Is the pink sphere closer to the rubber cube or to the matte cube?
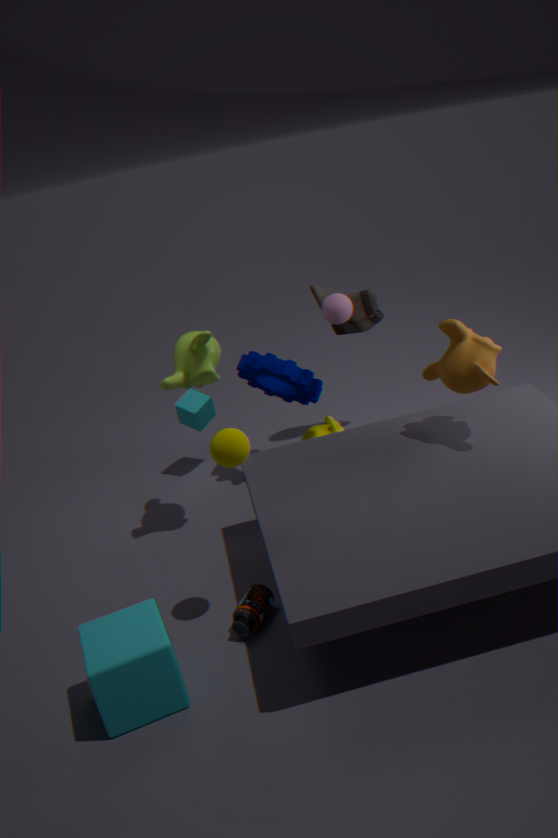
the rubber cube
